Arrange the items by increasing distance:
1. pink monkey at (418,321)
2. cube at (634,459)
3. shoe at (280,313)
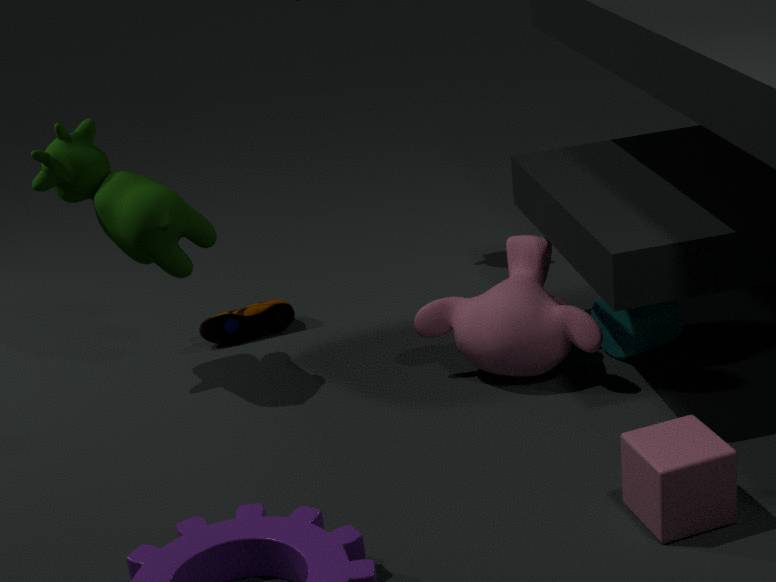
1. cube at (634,459)
2. pink monkey at (418,321)
3. shoe at (280,313)
